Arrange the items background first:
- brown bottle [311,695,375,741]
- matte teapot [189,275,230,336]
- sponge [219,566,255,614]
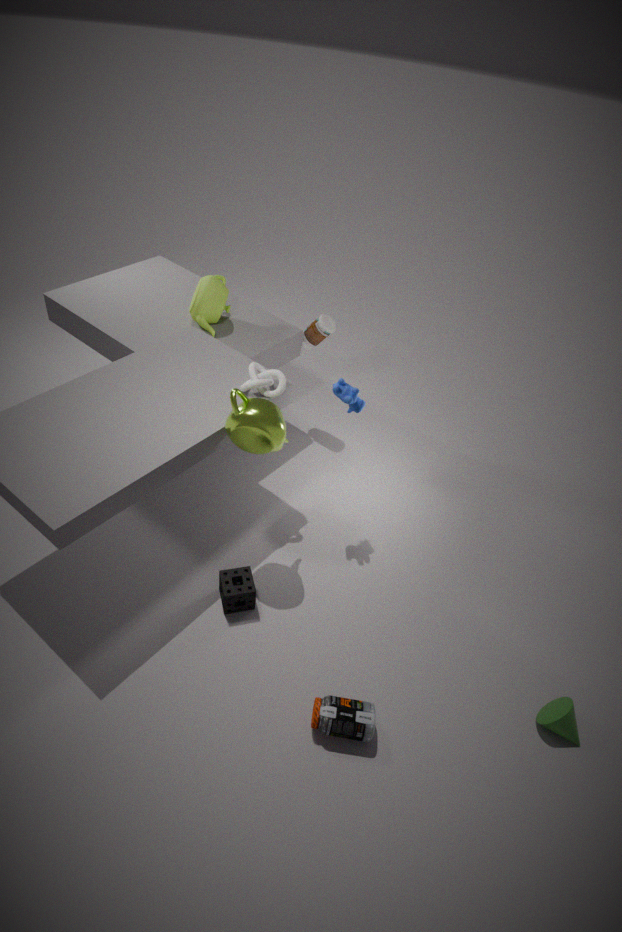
1. matte teapot [189,275,230,336]
2. sponge [219,566,255,614]
3. brown bottle [311,695,375,741]
